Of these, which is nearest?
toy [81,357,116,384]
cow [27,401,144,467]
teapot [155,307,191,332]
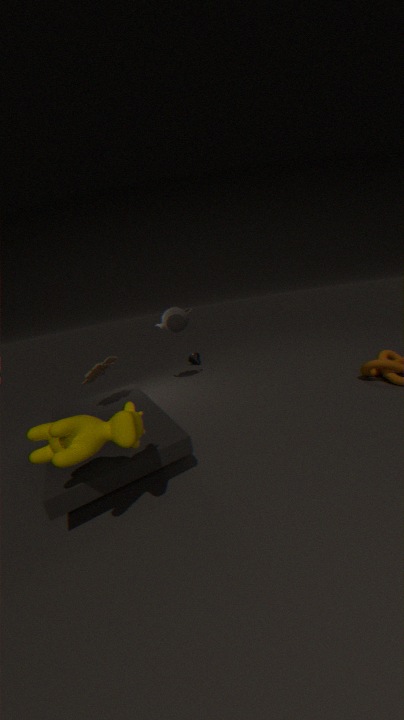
cow [27,401,144,467]
